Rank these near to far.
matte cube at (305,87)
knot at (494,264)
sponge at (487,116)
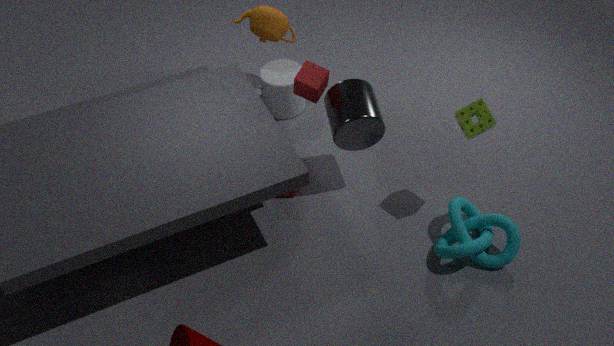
1. sponge at (487,116)
2. knot at (494,264)
3. matte cube at (305,87)
